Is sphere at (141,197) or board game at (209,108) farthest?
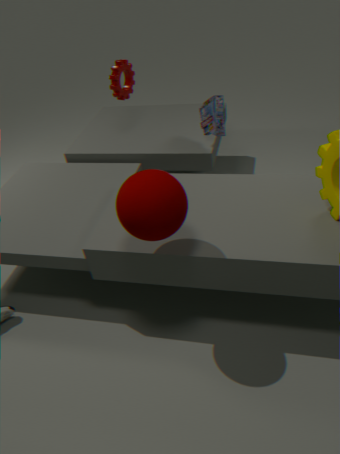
board game at (209,108)
